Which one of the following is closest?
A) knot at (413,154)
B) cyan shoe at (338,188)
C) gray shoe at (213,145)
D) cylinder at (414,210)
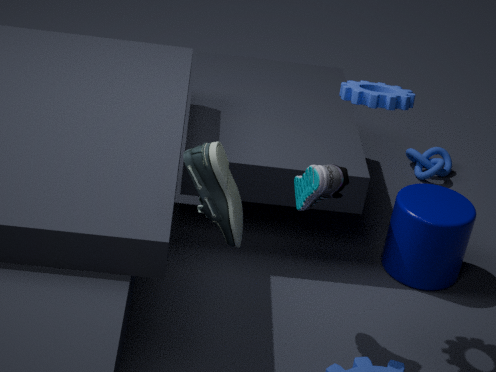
gray shoe at (213,145)
